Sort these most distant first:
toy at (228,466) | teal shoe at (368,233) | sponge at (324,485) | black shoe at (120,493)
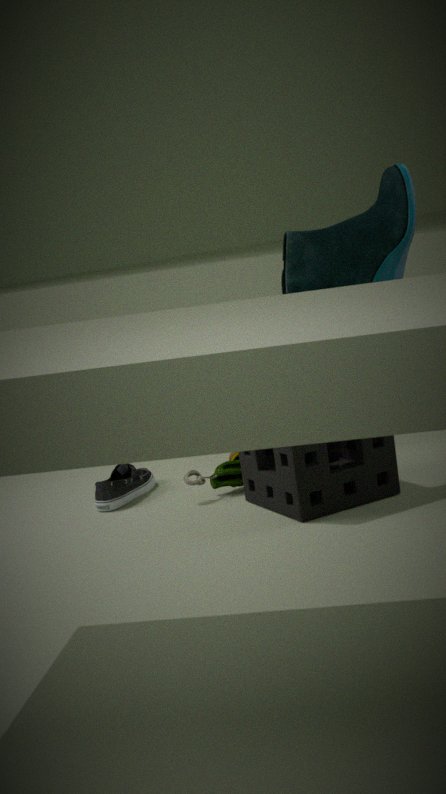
black shoe at (120,493) < toy at (228,466) < teal shoe at (368,233) < sponge at (324,485)
